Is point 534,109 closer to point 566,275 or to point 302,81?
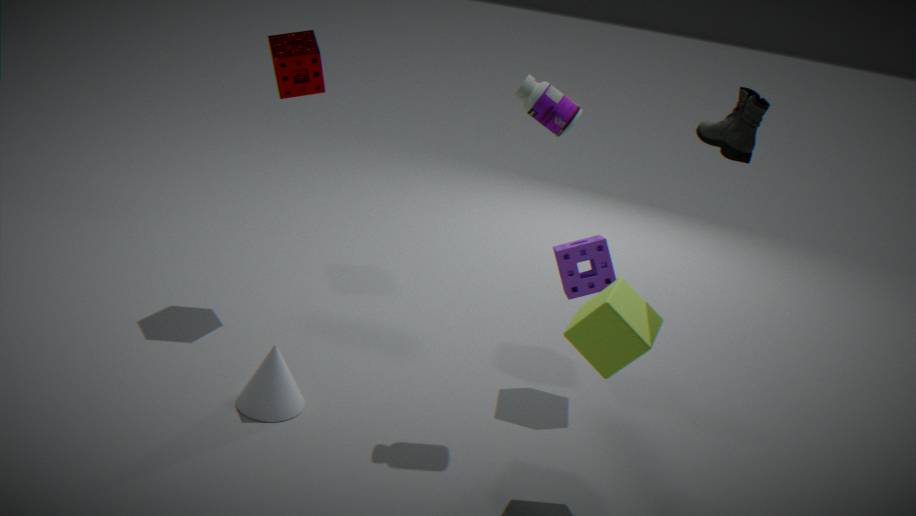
point 566,275
